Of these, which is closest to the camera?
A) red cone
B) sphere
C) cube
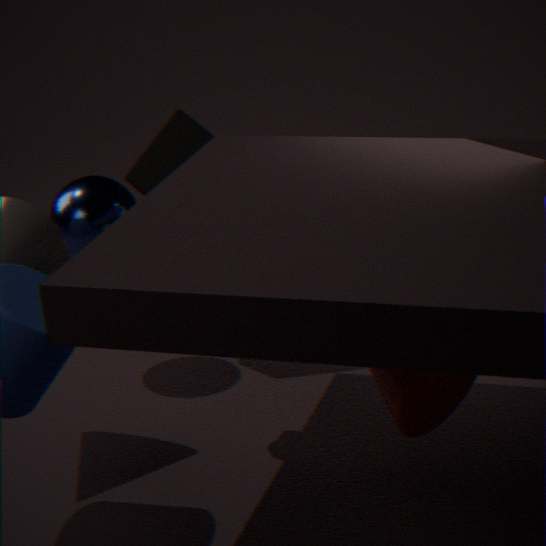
red cone
